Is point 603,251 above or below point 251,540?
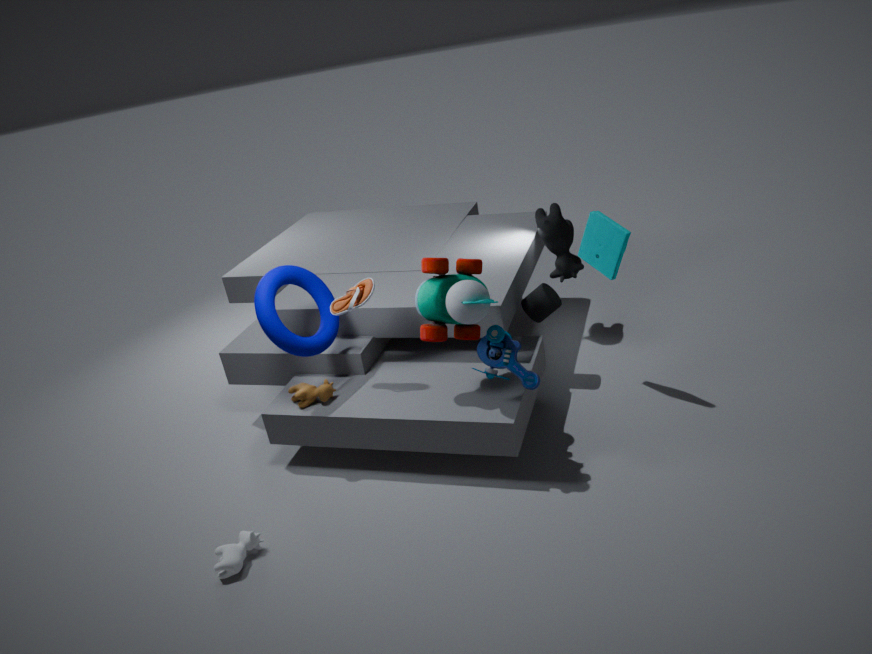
above
